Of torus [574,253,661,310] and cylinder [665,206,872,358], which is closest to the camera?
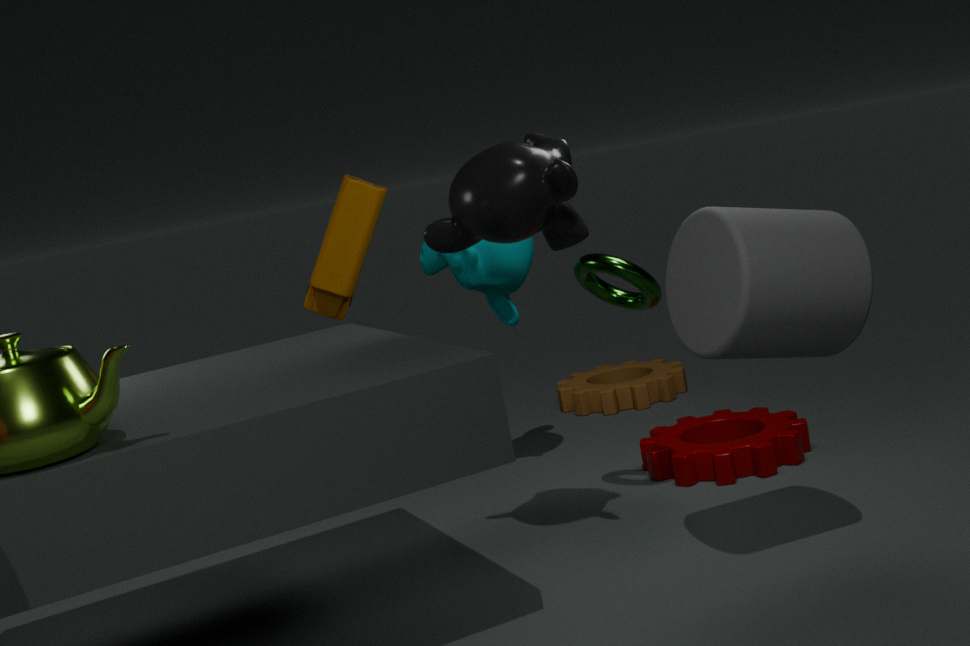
cylinder [665,206,872,358]
